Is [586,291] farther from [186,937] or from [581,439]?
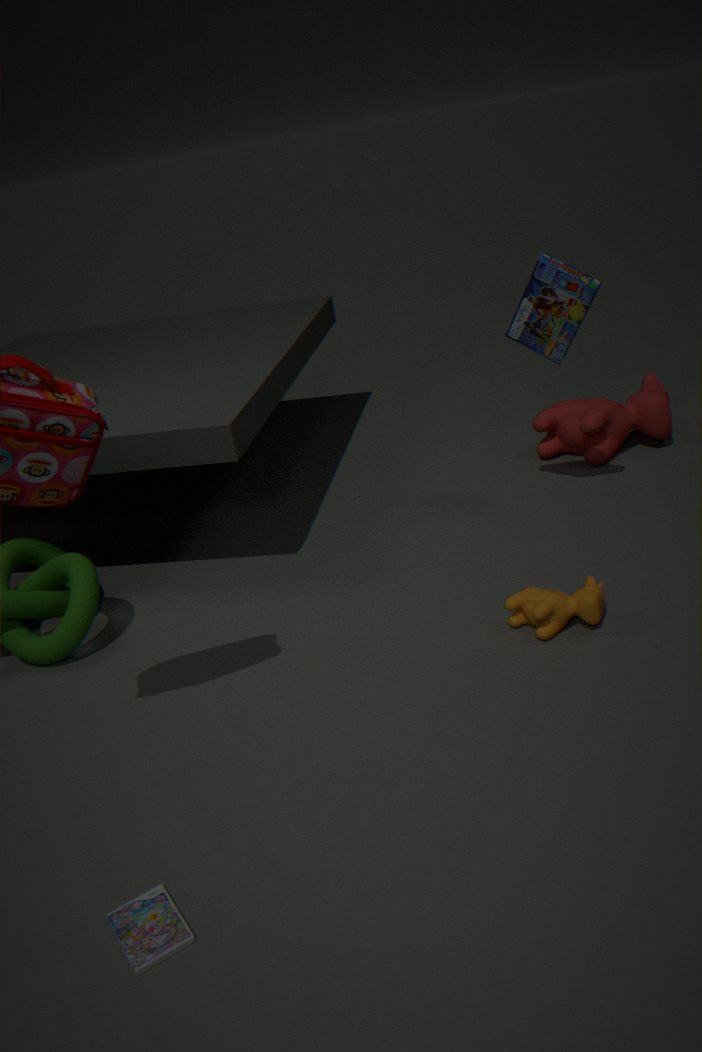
[186,937]
